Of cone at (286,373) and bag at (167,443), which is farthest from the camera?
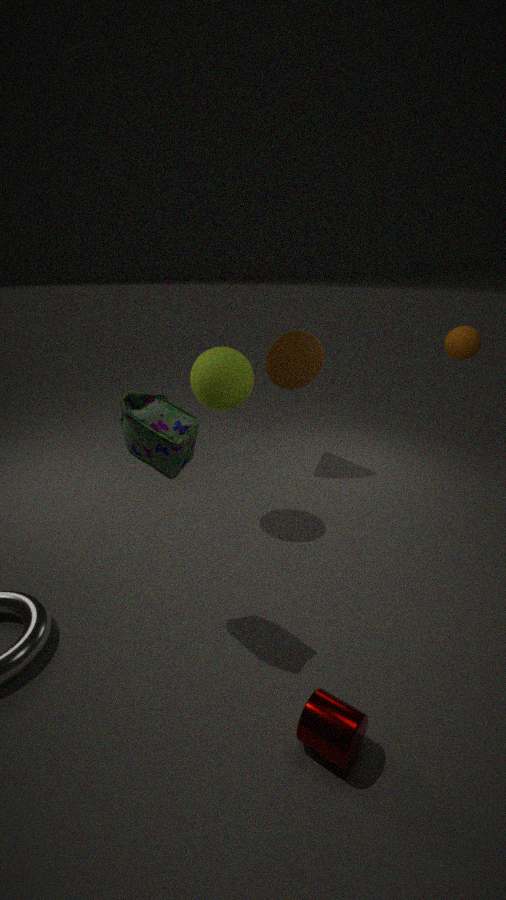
cone at (286,373)
